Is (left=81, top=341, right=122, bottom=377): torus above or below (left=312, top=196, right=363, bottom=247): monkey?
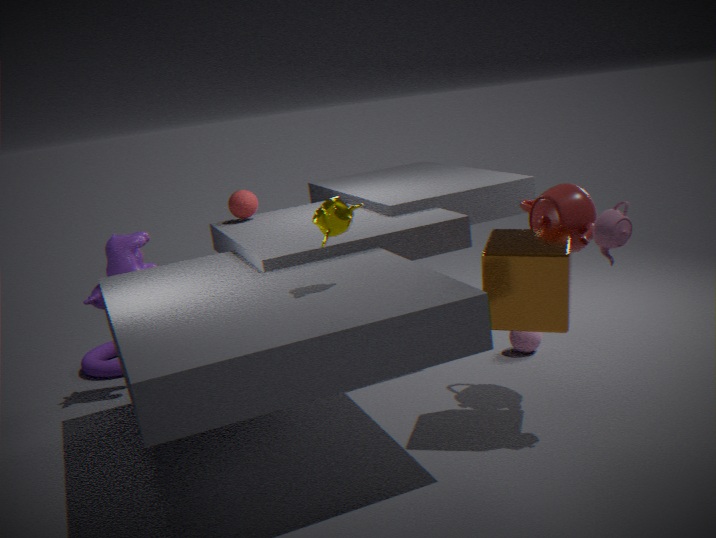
below
